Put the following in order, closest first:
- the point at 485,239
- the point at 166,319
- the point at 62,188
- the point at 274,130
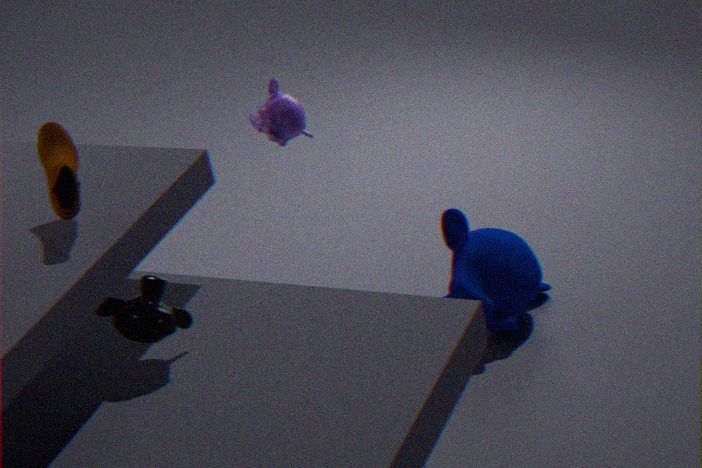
the point at 166,319, the point at 62,188, the point at 485,239, the point at 274,130
